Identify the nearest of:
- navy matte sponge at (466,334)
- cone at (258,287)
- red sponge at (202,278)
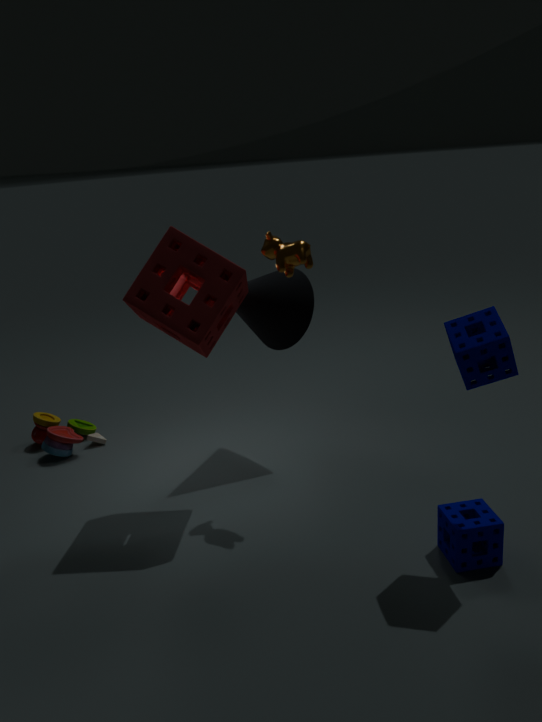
navy matte sponge at (466,334)
